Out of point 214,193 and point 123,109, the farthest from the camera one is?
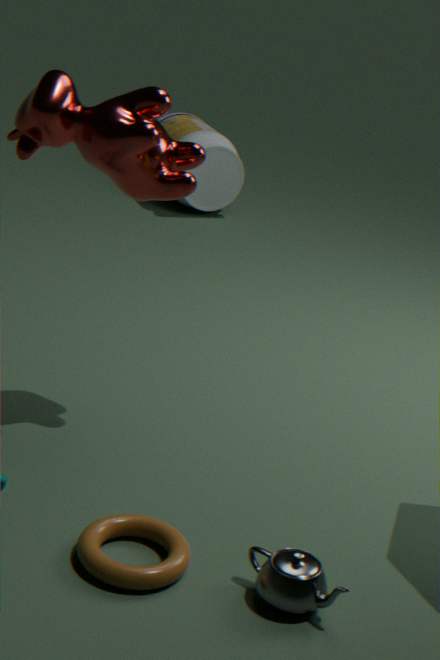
point 214,193
